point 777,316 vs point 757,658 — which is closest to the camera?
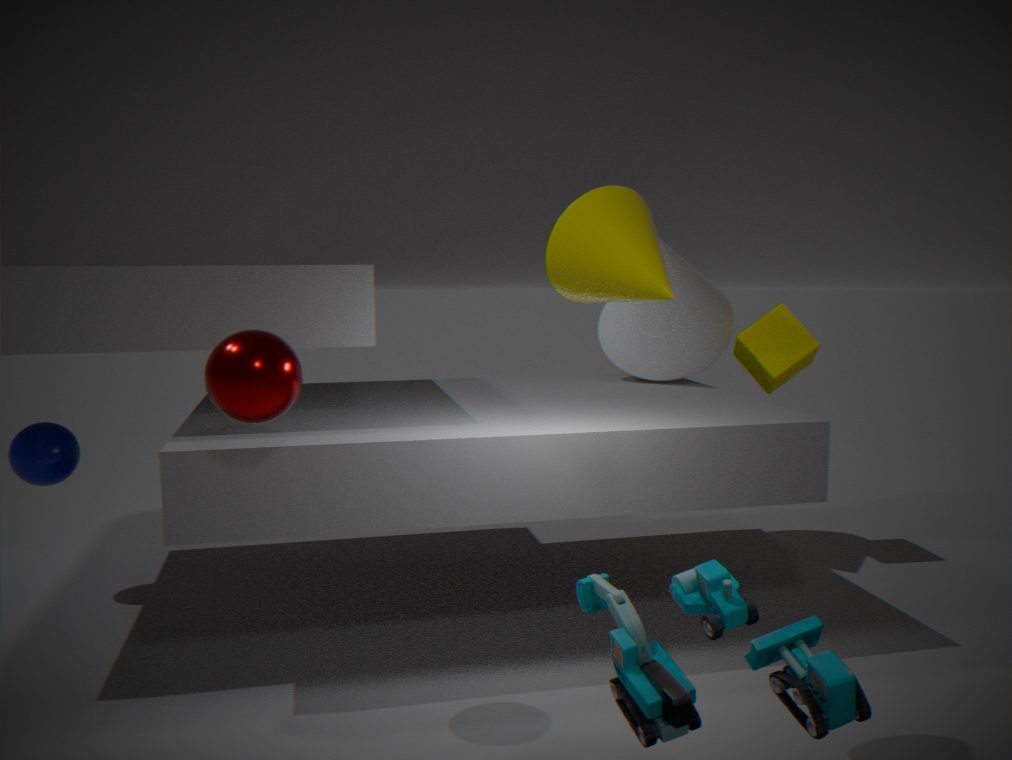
point 757,658
